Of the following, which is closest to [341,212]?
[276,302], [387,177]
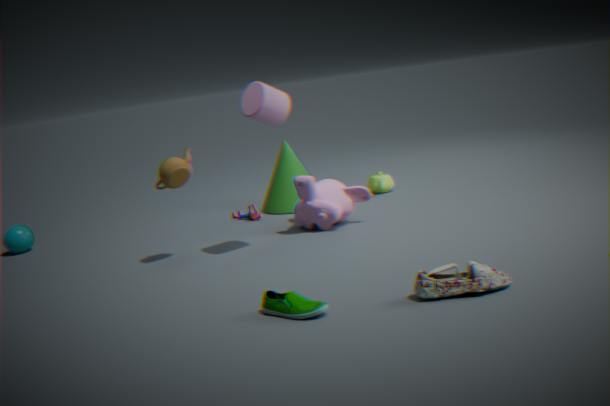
[387,177]
